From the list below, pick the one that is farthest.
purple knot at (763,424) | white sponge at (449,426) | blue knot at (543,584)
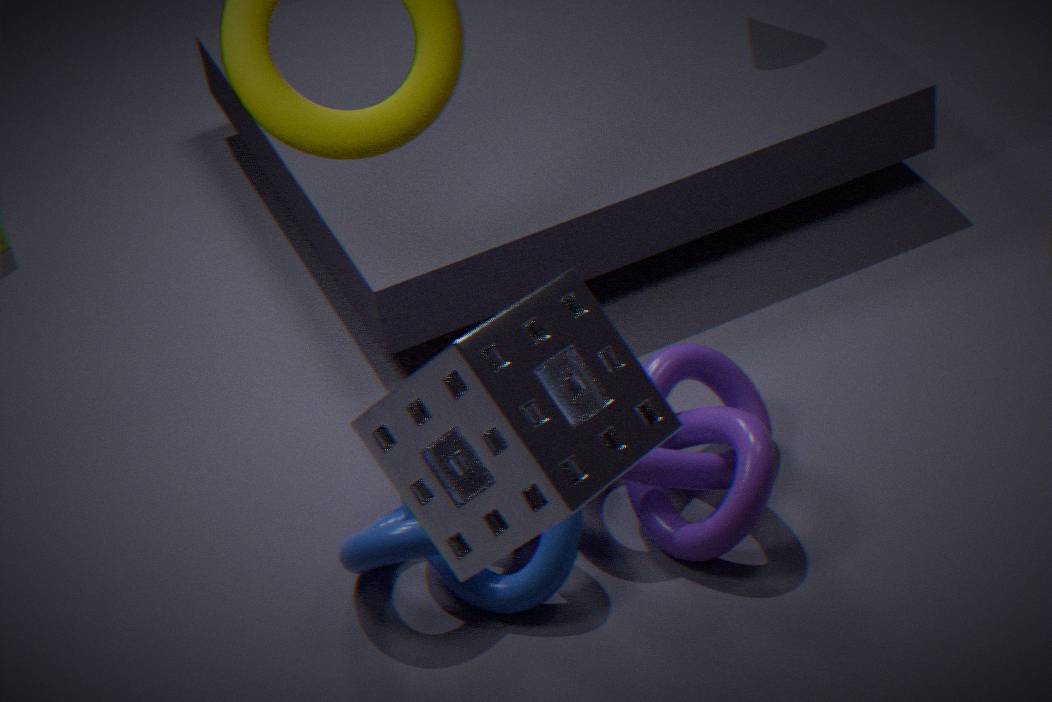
purple knot at (763,424)
